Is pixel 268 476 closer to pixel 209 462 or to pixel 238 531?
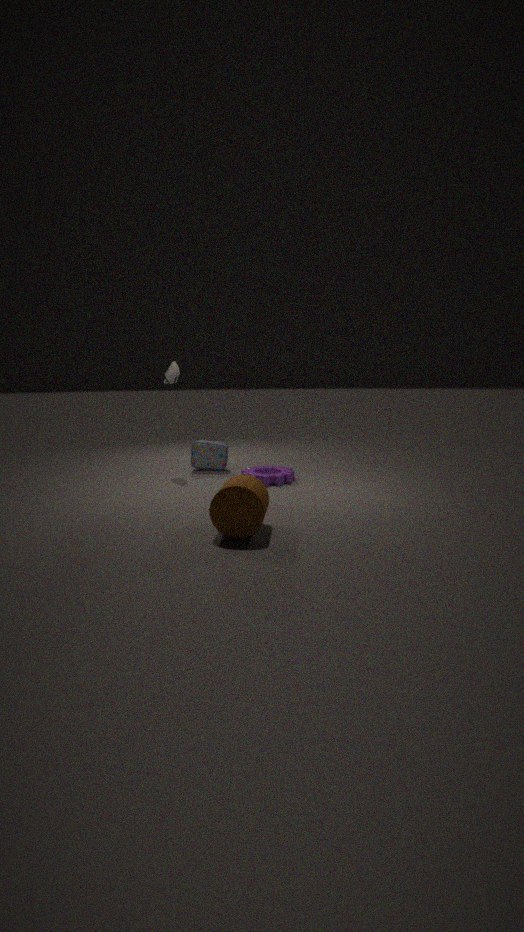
pixel 209 462
